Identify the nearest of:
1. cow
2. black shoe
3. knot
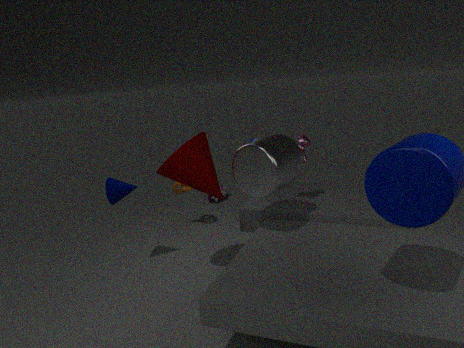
cow
